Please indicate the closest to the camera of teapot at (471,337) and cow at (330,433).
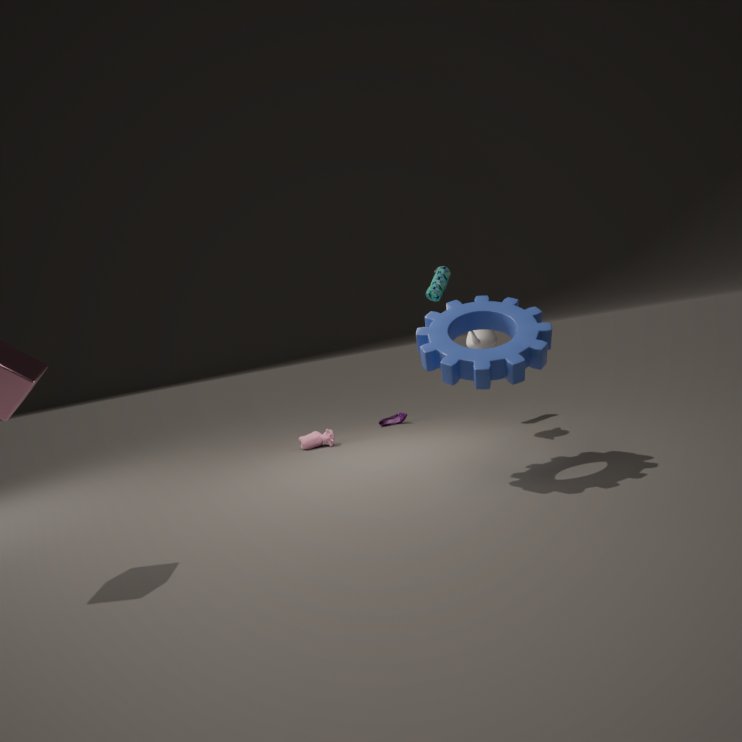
teapot at (471,337)
